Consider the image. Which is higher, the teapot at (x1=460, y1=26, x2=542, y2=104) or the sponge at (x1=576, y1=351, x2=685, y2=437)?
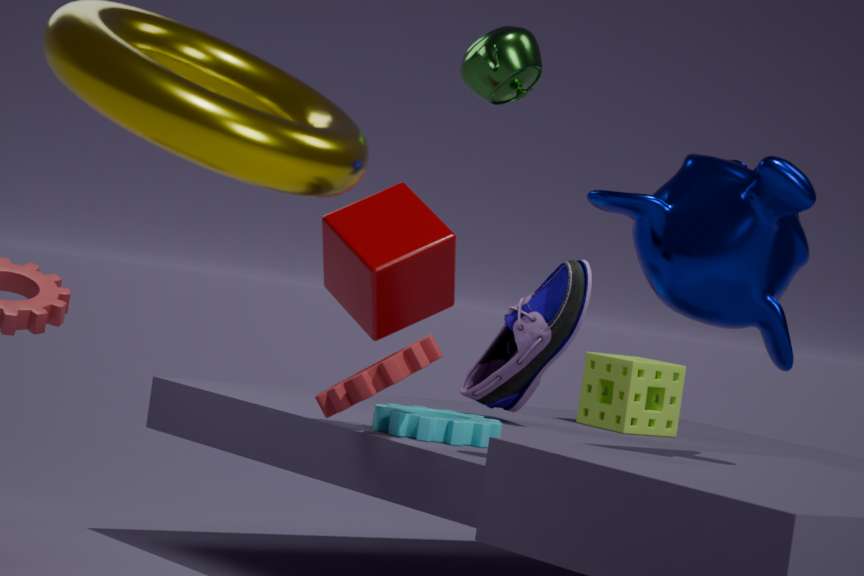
the teapot at (x1=460, y1=26, x2=542, y2=104)
